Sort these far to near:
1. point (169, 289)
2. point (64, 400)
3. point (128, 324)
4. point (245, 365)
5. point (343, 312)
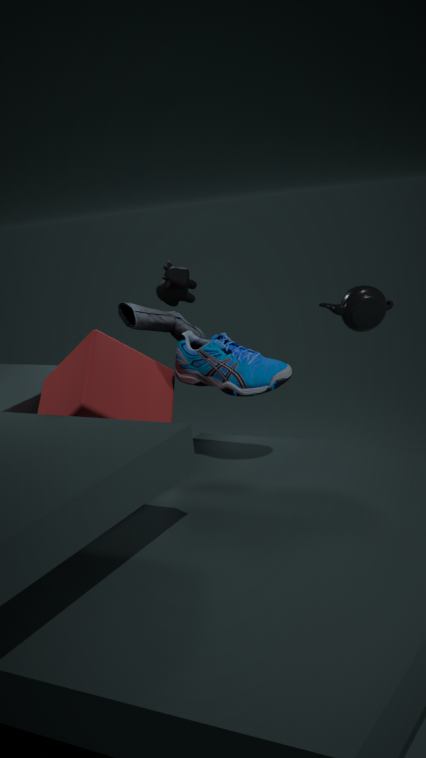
point (128, 324), point (169, 289), point (343, 312), point (64, 400), point (245, 365)
